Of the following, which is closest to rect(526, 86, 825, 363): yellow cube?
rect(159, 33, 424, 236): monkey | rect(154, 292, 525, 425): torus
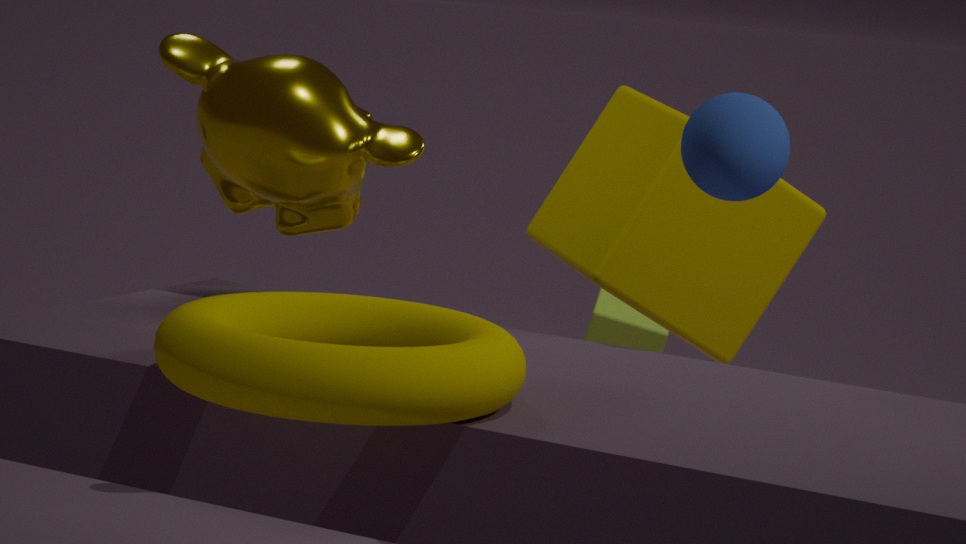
rect(159, 33, 424, 236): monkey
